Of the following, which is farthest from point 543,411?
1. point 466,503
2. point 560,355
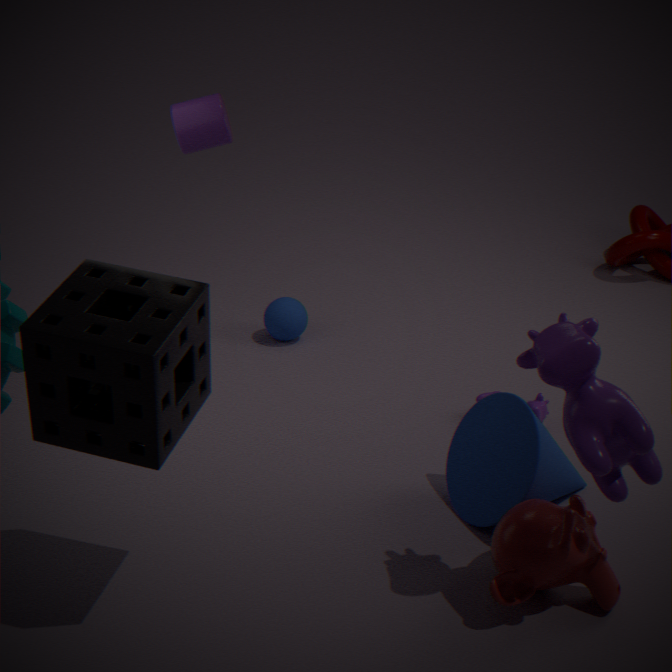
point 560,355
